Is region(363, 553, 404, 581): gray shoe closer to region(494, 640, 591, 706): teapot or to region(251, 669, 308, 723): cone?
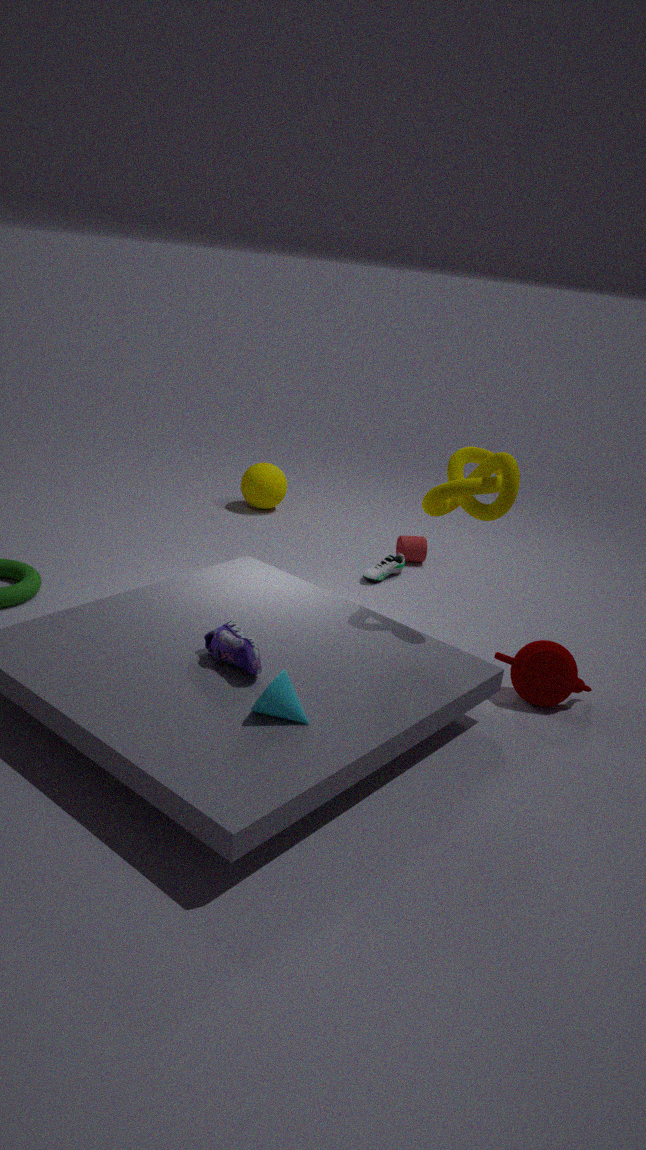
region(494, 640, 591, 706): teapot
